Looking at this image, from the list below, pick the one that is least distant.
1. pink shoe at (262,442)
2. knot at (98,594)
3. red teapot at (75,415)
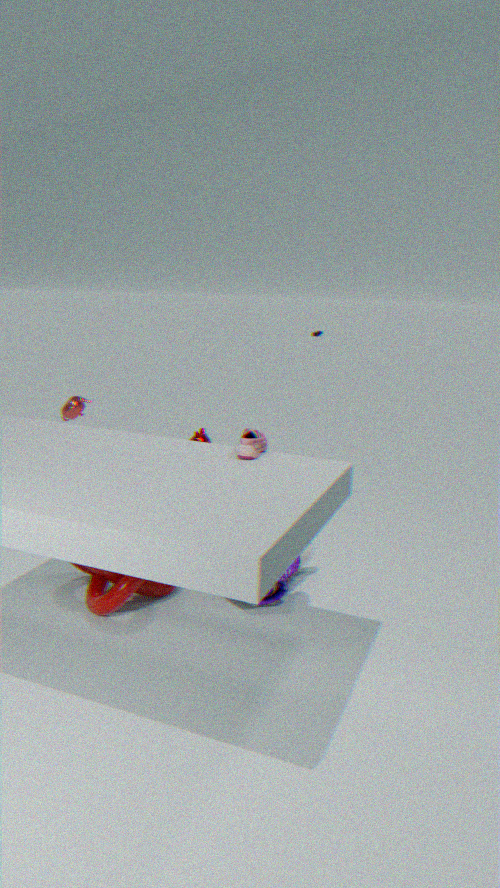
pink shoe at (262,442)
